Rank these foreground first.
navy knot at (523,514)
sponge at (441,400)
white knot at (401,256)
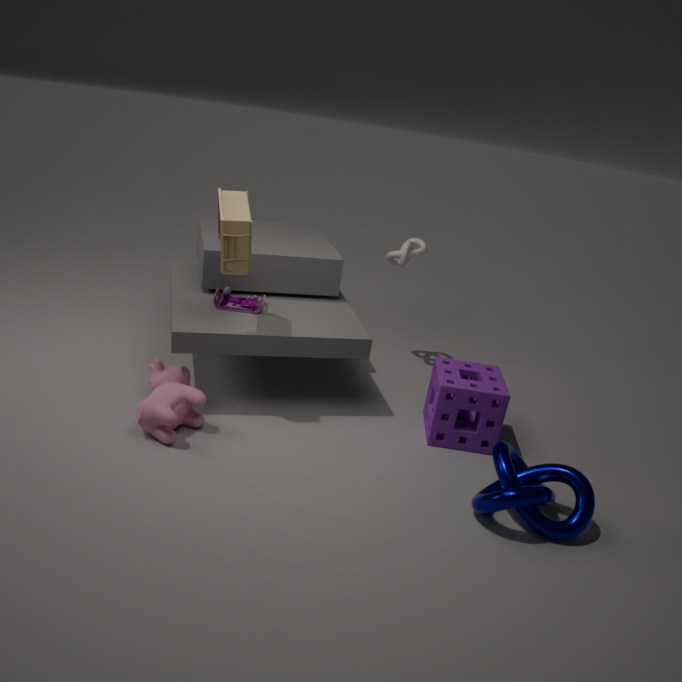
navy knot at (523,514) → sponge at (441,400) → white knot at (401,256)
